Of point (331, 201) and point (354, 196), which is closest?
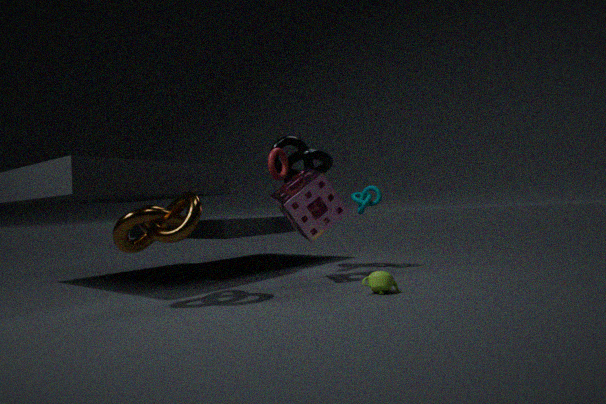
point (331, 201)
